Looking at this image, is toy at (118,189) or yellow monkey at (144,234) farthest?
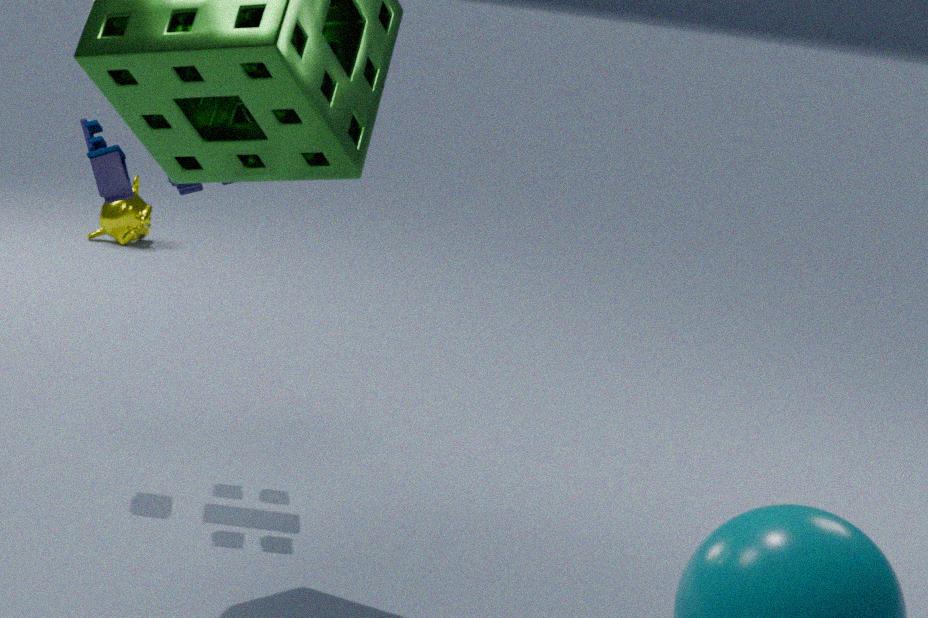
yellow monkey at (144,234)
